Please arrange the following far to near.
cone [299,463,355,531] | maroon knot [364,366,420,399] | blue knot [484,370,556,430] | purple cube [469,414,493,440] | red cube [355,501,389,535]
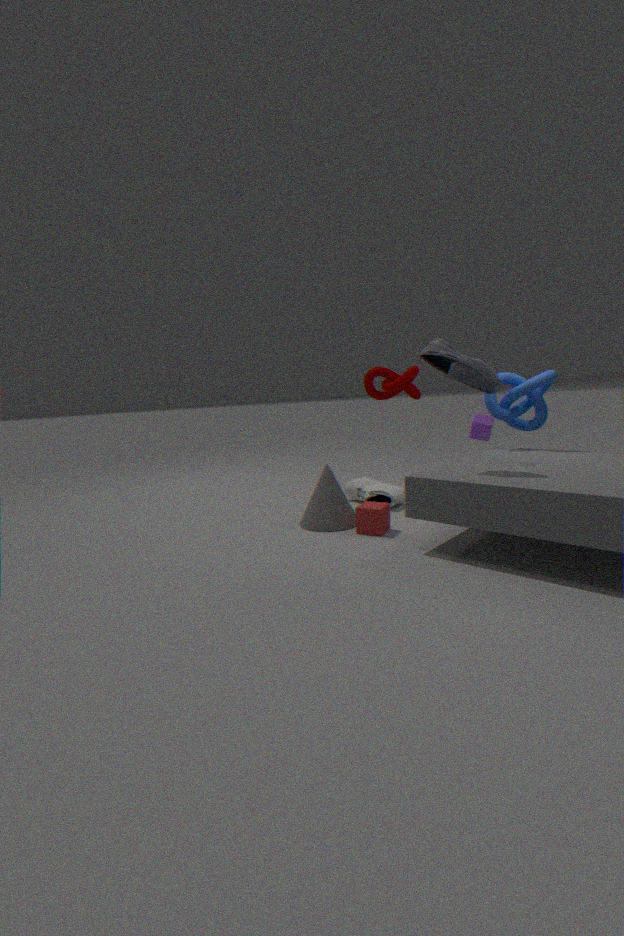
purple cube [469,414,493,440], maroon knot [364,366,420,399], blue knot [484,370,556,430], cone [299,463,355,531], red cube [355,501,389,535]
